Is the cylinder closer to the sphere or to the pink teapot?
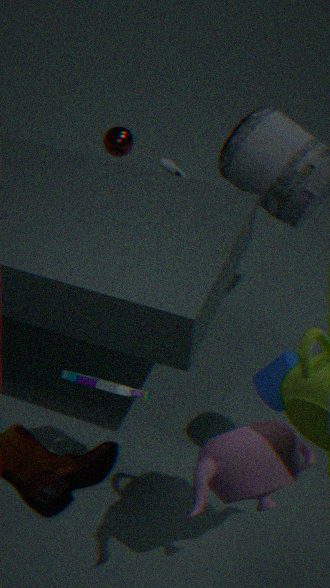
the pink teapot
